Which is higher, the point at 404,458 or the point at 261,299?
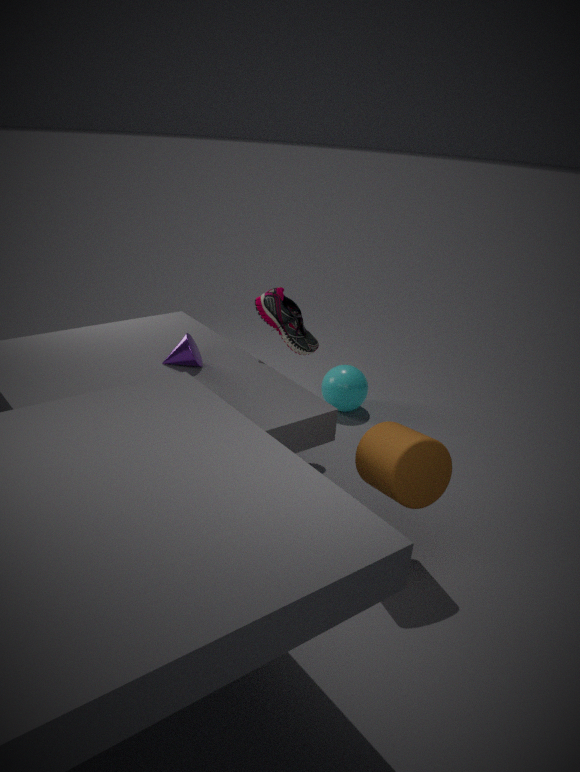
the point at 261,299
